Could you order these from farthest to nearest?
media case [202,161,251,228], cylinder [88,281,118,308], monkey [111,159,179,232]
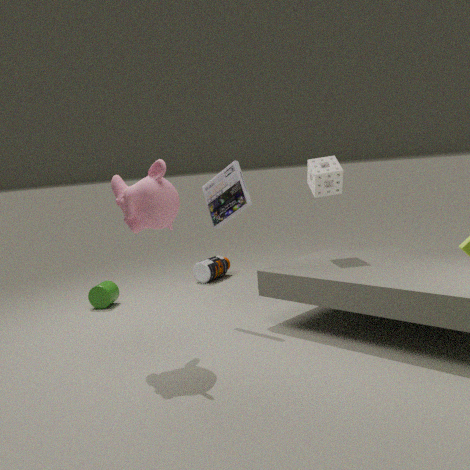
cylinder [88,281,118,308] → media case [202,161,251,228] → monkey [111,159,179,232]
